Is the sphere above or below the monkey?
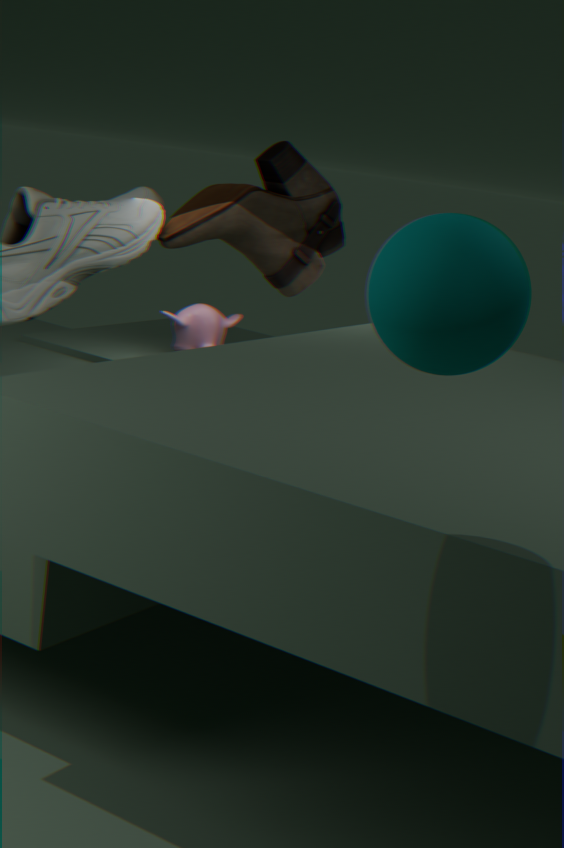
above
